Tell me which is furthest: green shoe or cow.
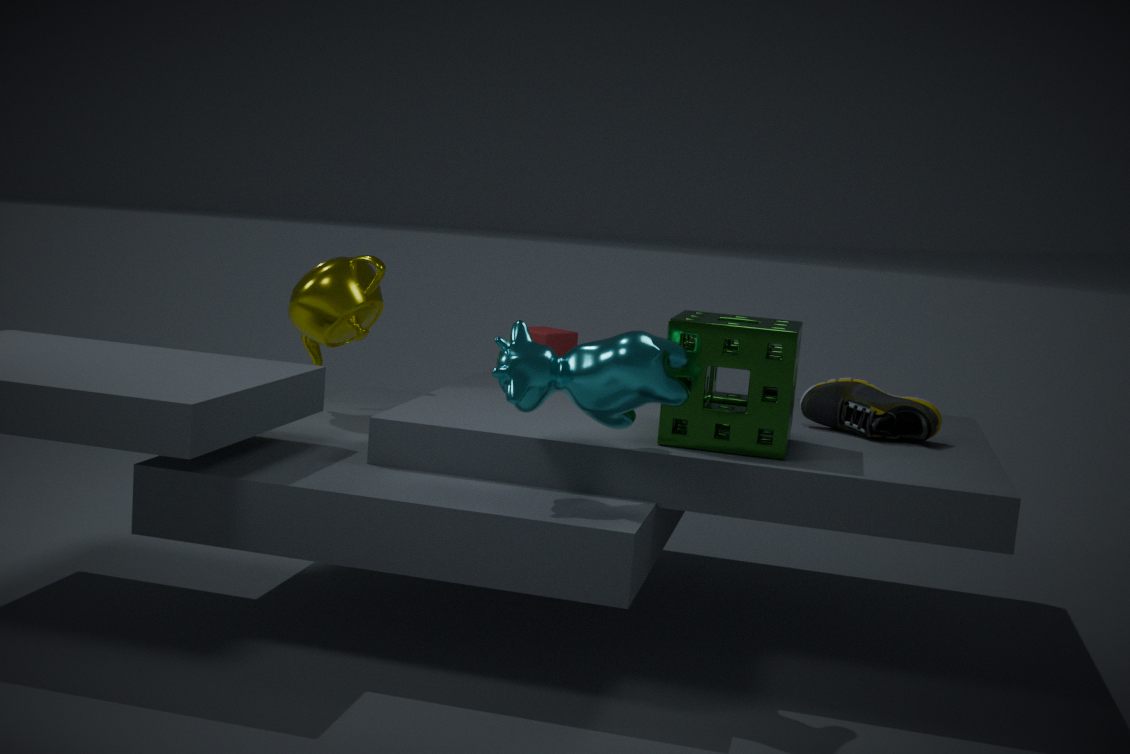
green shoe
